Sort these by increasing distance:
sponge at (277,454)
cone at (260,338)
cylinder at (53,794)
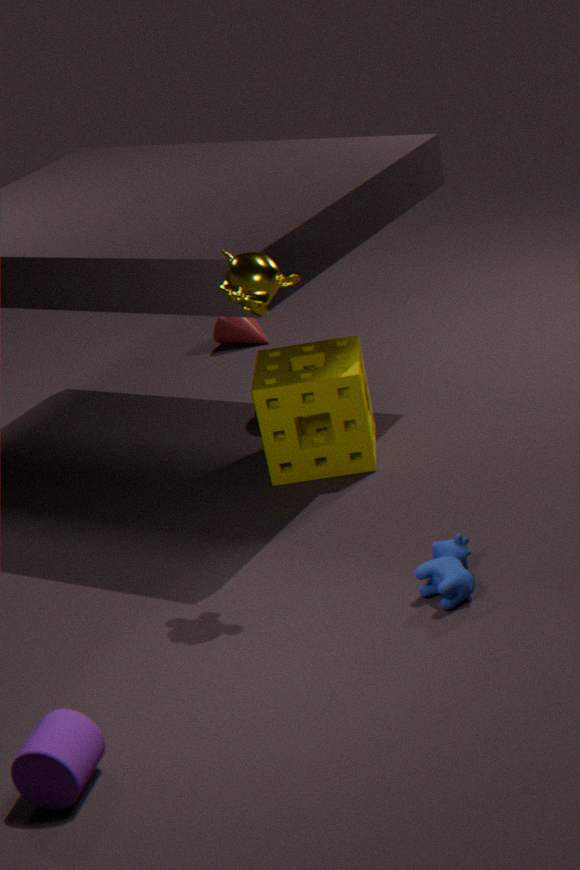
cylinder at (53,794)
sponge at (277,454)
cone at (260,338)
